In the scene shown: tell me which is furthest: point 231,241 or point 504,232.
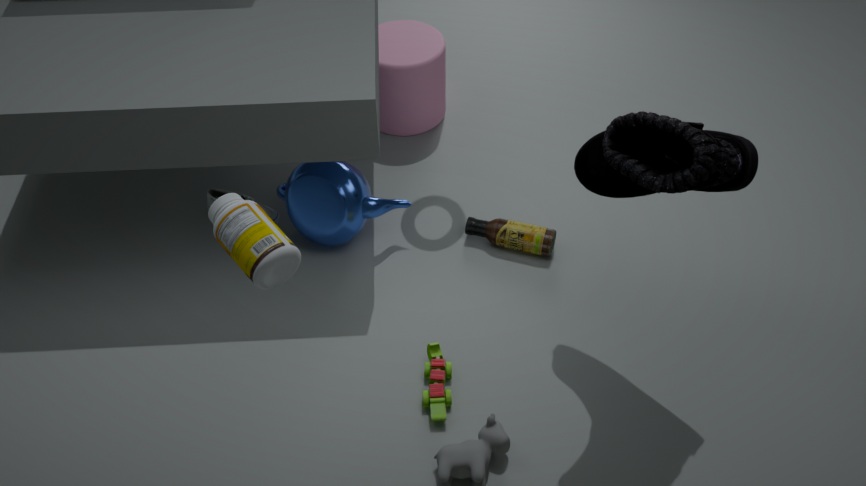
point 504,232
